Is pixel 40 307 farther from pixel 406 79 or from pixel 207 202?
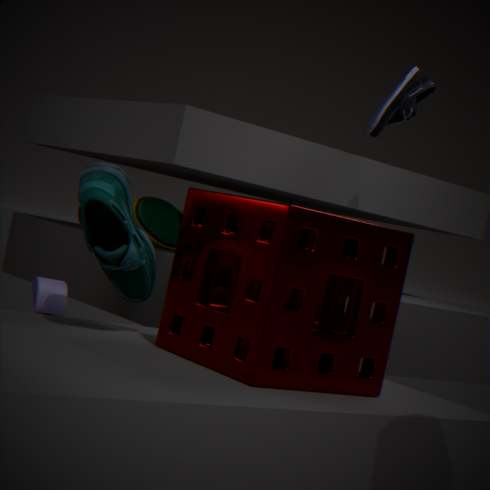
pixel 406 79
